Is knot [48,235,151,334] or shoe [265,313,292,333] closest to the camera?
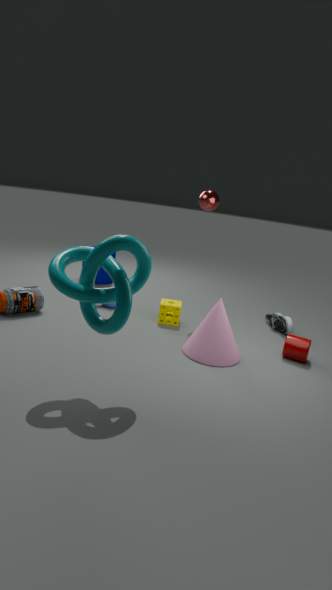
knot [48,235,151,334]
